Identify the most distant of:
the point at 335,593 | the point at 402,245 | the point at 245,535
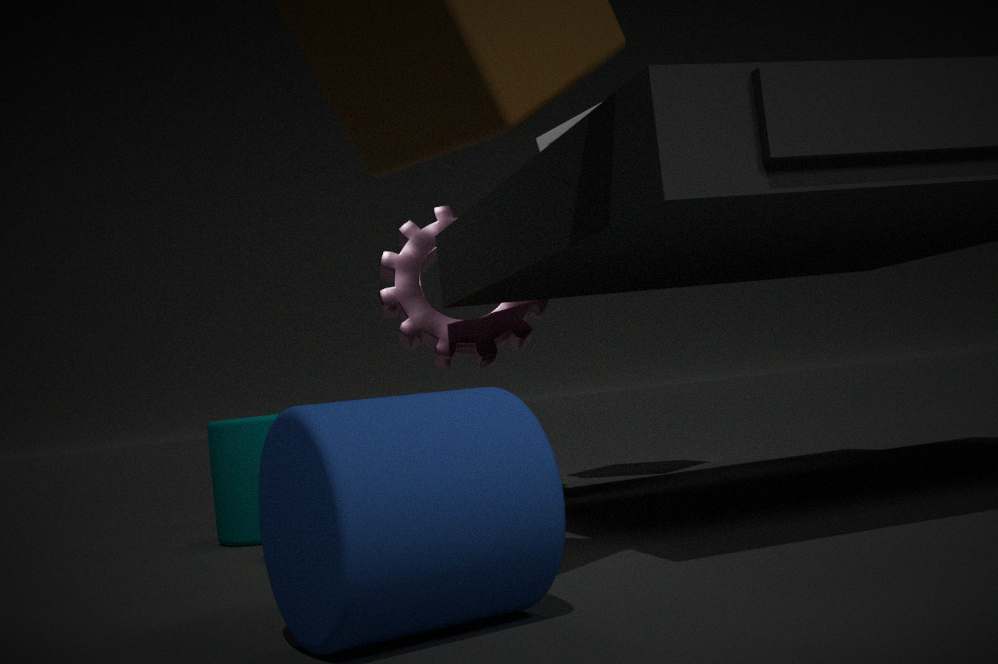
the point at 402,245
